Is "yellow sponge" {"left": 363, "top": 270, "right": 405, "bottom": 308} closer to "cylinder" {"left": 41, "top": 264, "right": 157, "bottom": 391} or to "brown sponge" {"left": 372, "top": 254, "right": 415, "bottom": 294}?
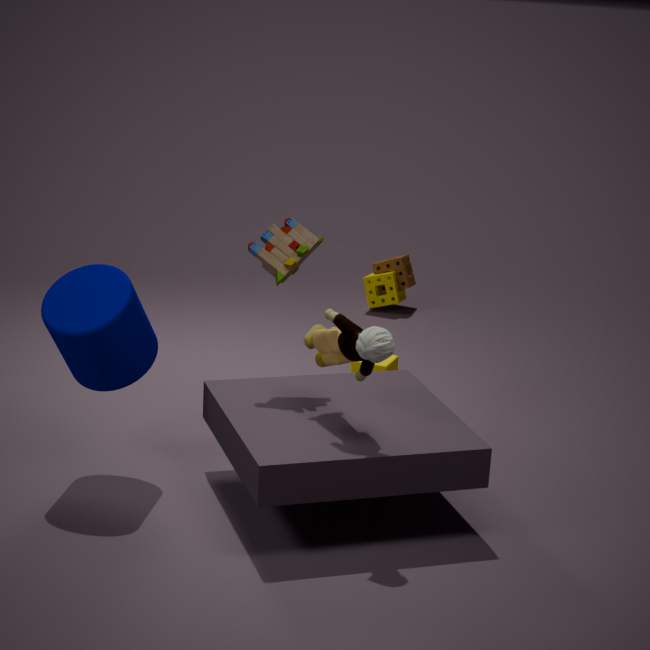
"brown sponge" {"left": 372, "top": 254, "right": 415, "bottom": 294}
